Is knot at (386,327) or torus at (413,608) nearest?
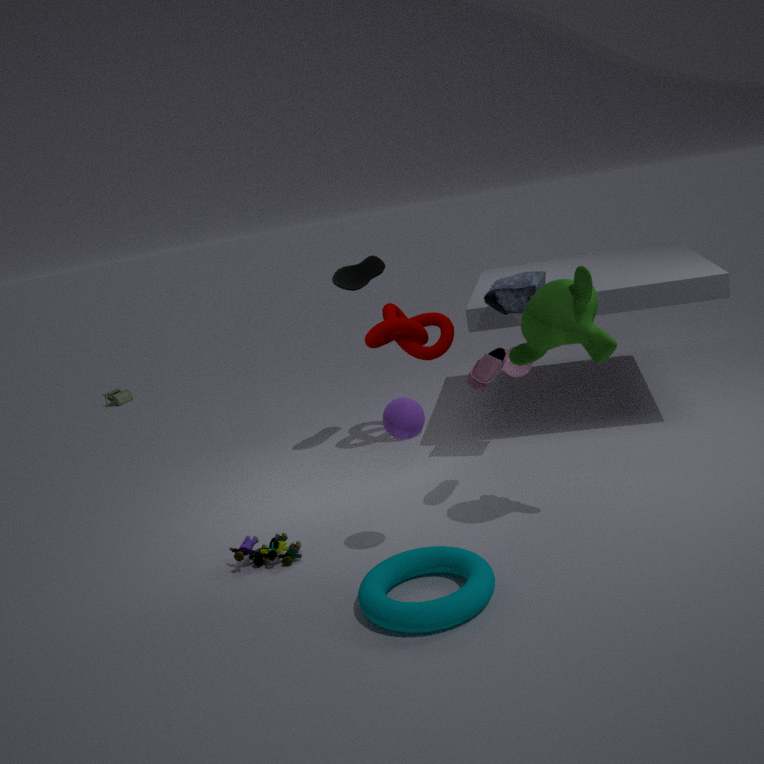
torus at (413,608)
